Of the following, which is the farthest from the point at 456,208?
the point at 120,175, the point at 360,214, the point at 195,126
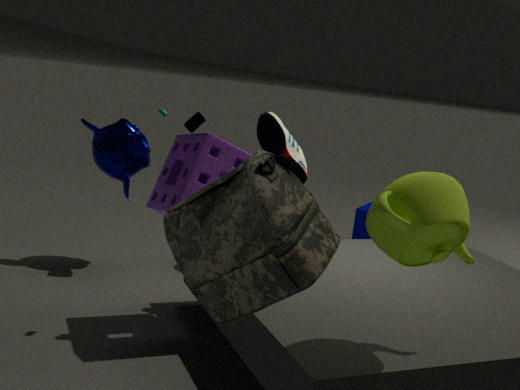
the point at 360,214
